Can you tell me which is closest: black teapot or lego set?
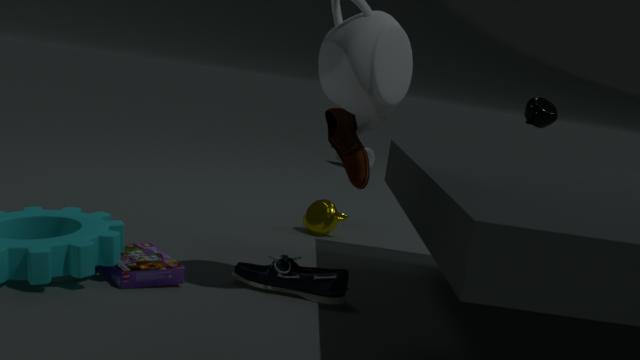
lego set
